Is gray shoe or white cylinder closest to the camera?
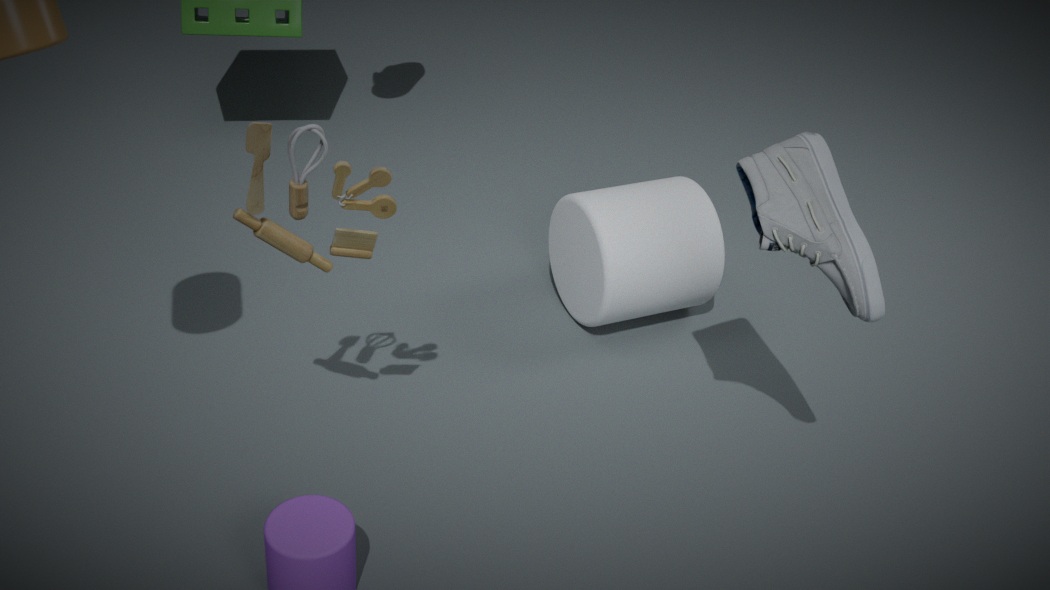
gray shoe
